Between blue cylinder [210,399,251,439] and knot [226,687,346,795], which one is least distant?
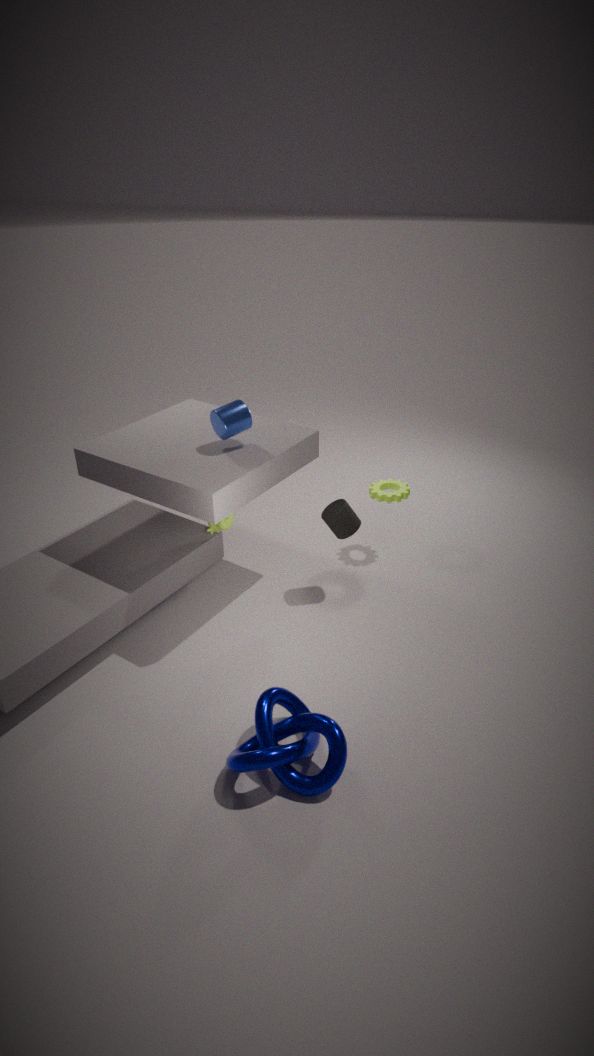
knot [226,687,346,795]
